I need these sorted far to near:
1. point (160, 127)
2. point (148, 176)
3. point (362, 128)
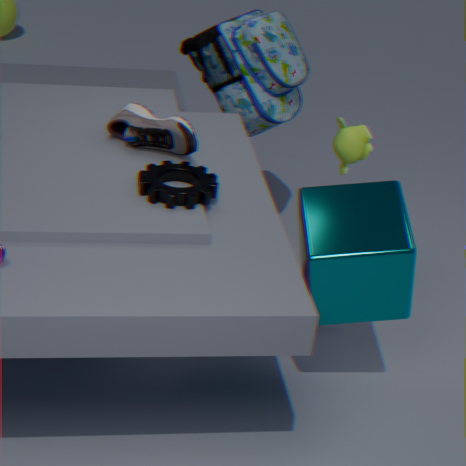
point (362, 128)
point (160, 127)
point (148, 176)
